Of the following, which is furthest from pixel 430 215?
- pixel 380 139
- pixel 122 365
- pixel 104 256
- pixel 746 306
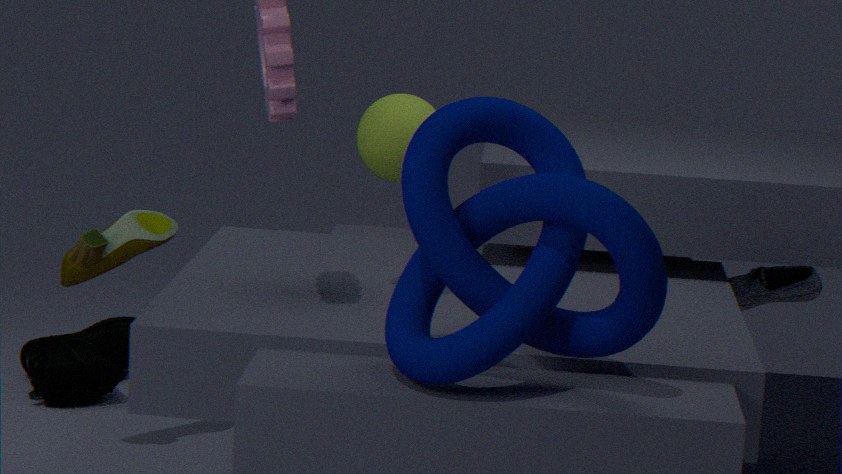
pixel 122 365
